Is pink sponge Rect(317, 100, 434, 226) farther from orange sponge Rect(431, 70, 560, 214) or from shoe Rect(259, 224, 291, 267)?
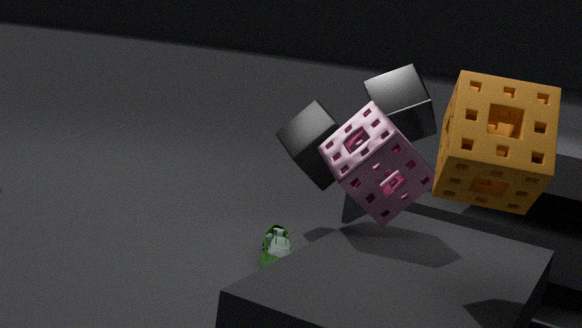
shoe Rect(259, 224, 291, 267)
